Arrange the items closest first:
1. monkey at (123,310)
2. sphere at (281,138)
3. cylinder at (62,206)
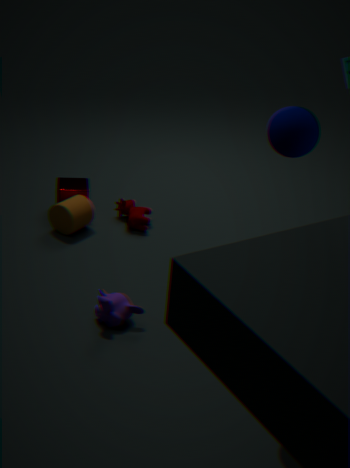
1. sphere at (281,138)
2. monkey at (123,310)
3. cylinder at (62,206)
